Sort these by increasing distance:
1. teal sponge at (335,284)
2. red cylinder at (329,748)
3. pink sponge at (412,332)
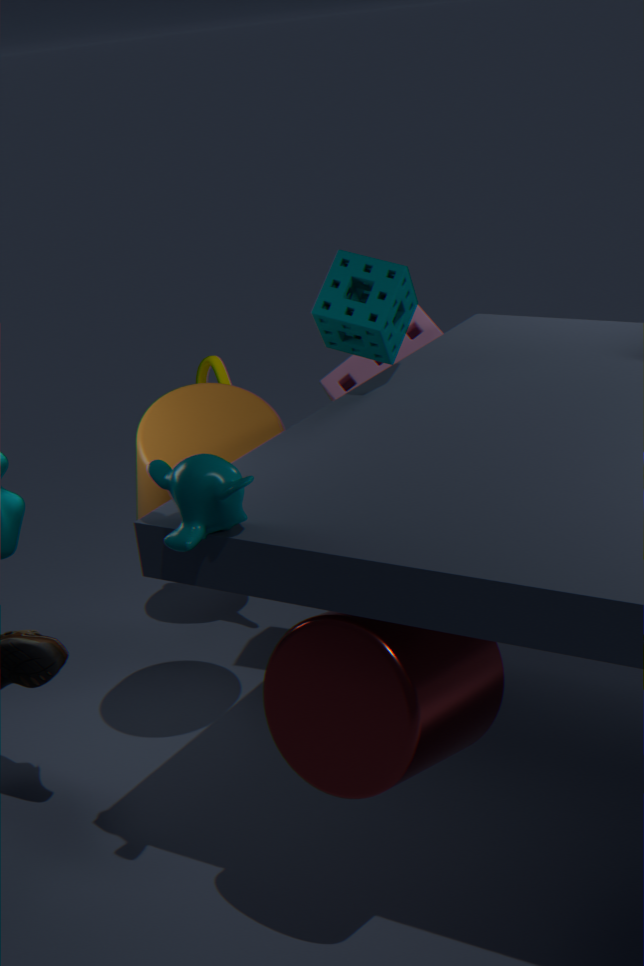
red cylinder at (329,748)
teal sponge at (335,284)
pink sponge at (412,332)
